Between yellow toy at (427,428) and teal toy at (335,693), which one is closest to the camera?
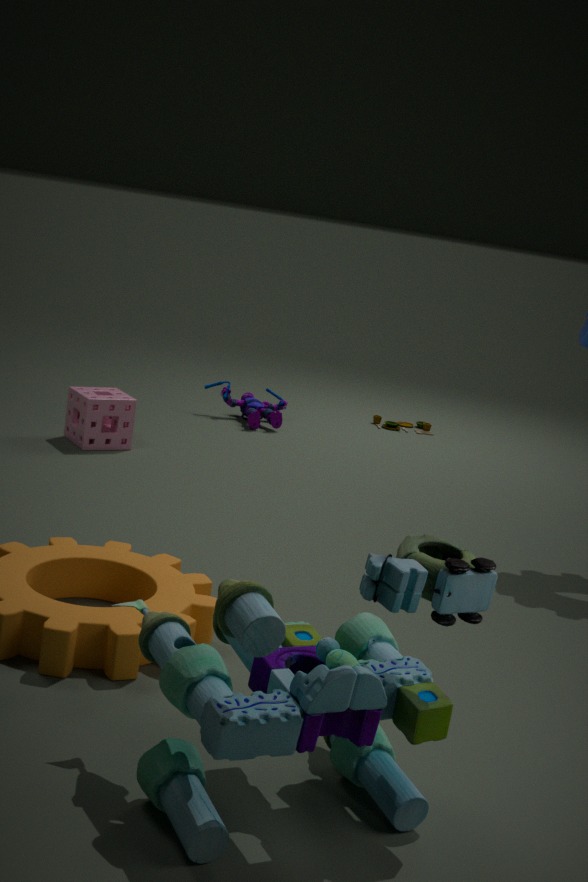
teal toy at (335,693)
